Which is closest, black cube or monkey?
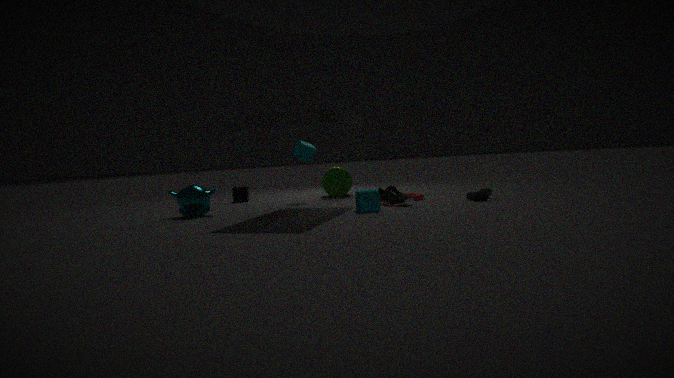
monkey
